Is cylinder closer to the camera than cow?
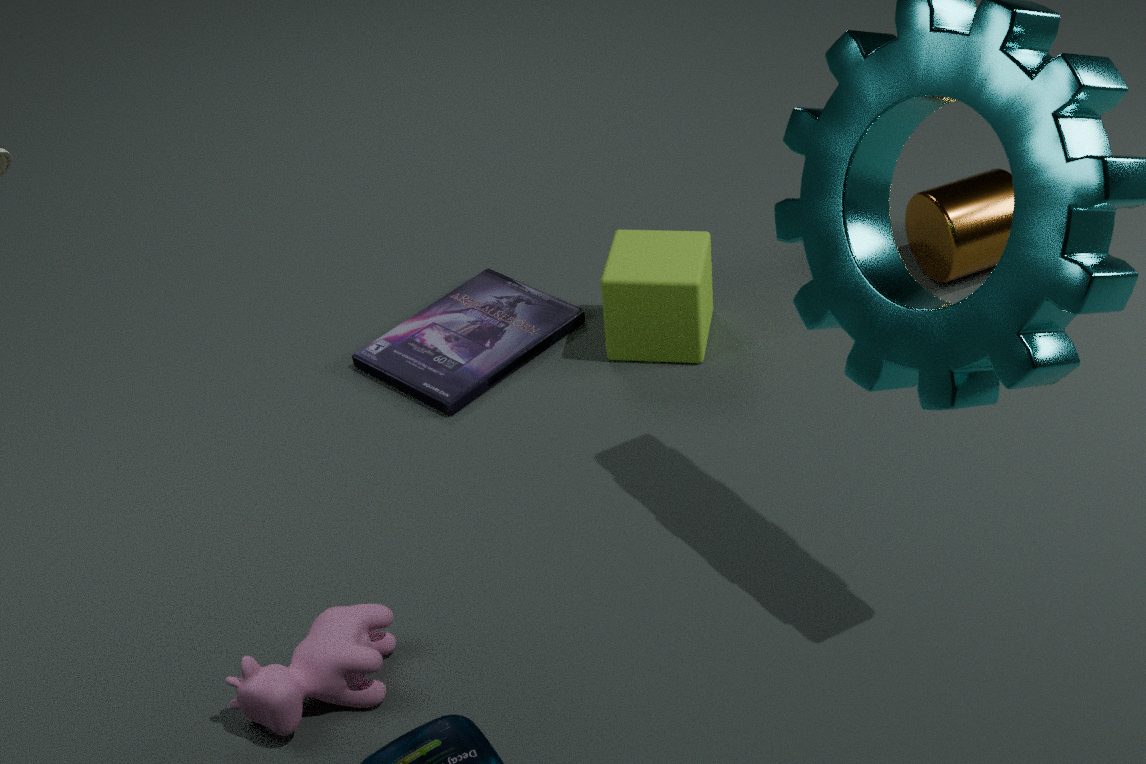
No
